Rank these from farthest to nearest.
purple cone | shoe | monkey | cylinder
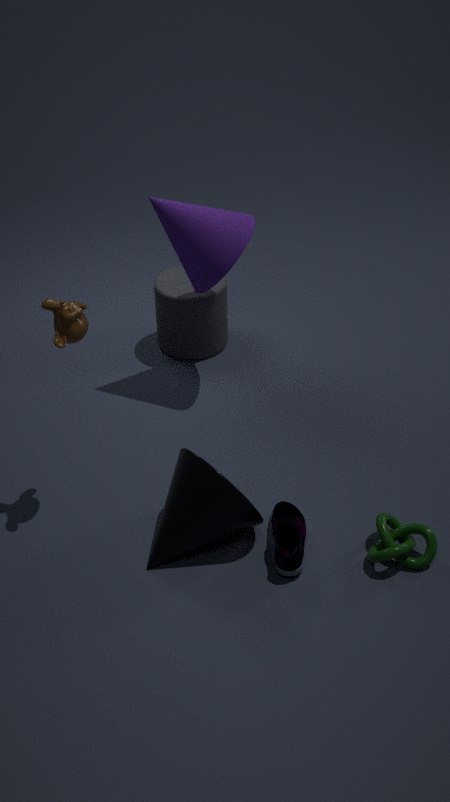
cylinder < purple cone < shoe < monkey
